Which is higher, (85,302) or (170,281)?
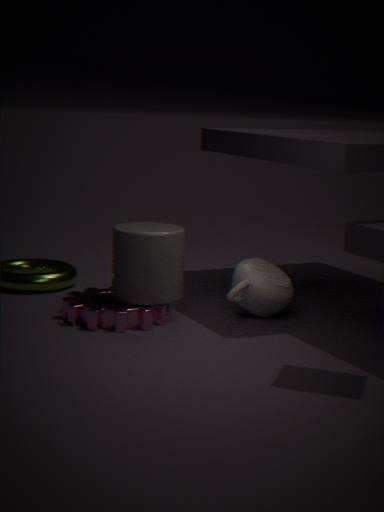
(170,281)
